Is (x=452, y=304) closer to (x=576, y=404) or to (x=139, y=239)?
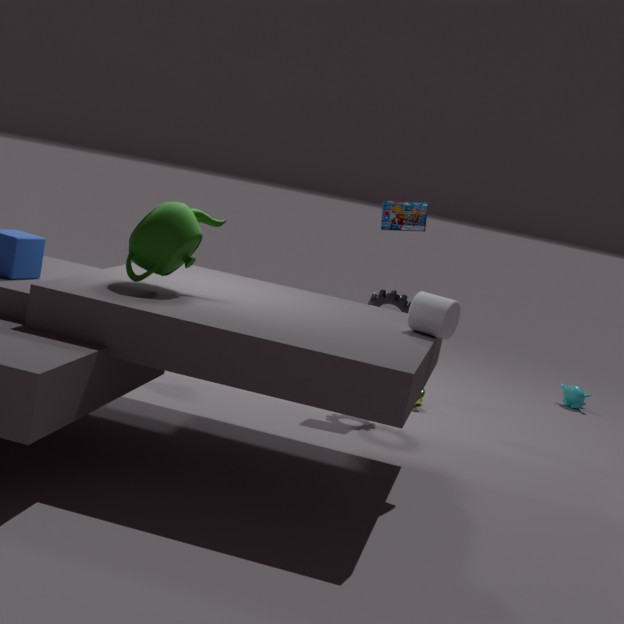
(x=139, y=239)
